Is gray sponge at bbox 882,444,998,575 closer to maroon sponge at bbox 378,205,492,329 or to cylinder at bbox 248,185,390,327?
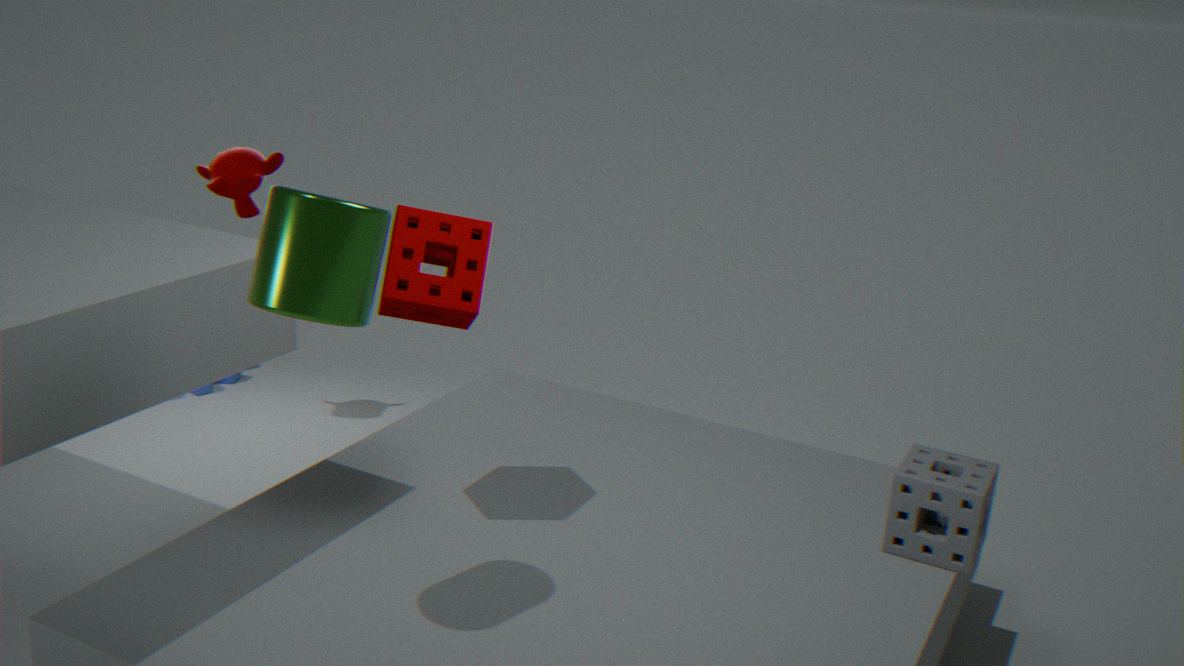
maroon sponge at bbox 378,205,492,329
